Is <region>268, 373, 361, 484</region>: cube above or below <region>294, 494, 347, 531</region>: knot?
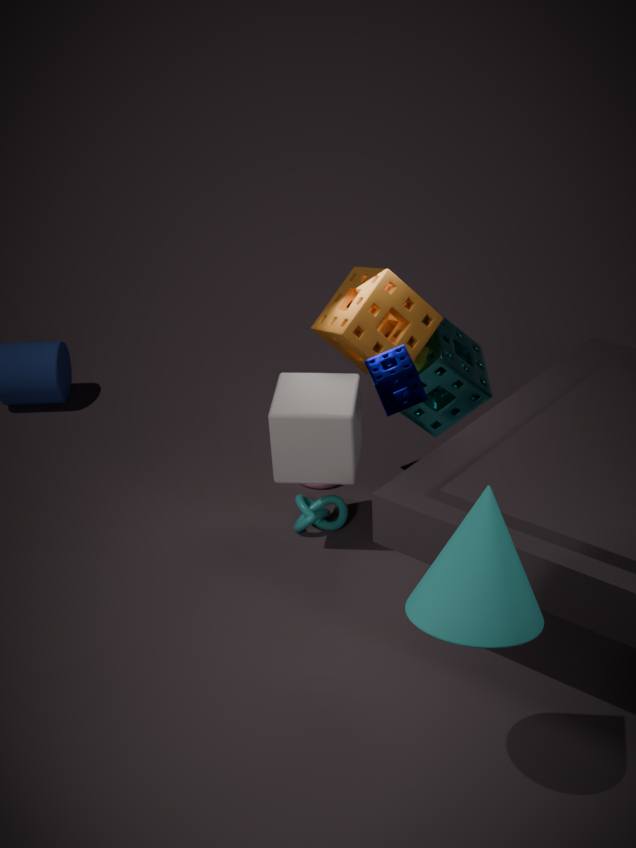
above
